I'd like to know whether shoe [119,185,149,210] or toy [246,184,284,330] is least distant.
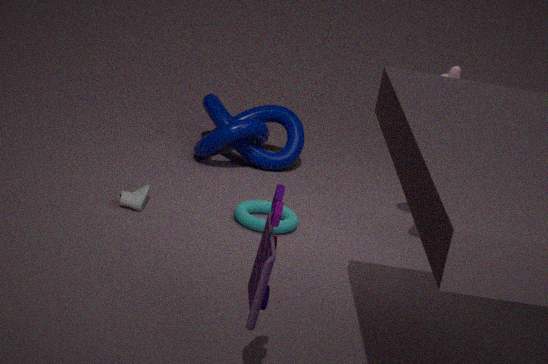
toy [246,184,284,330]
